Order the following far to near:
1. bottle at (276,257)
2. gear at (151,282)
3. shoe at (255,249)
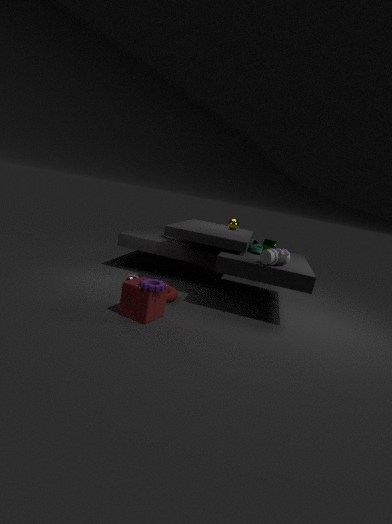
shoe at (255,249) → bottle at (276,257) → gear at (151,282)
